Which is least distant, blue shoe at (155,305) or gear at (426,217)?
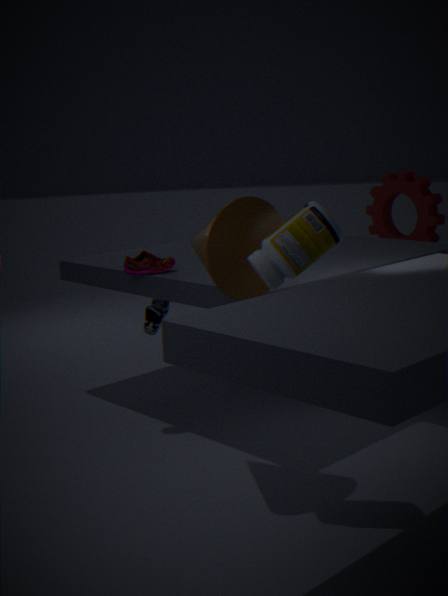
blue shoe at (155,305)
